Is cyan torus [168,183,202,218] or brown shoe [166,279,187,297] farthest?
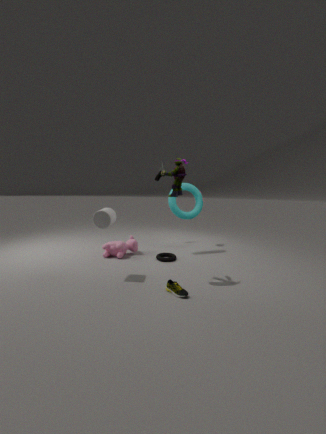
cyan torus [168,183,202,218]
